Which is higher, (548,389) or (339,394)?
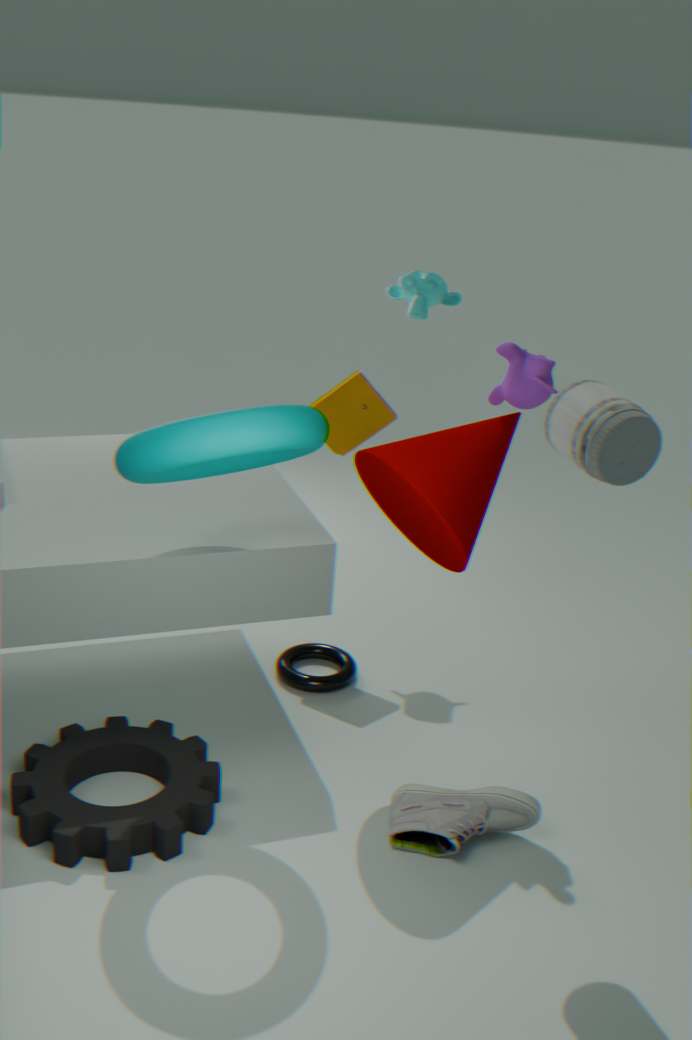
(548,389)
